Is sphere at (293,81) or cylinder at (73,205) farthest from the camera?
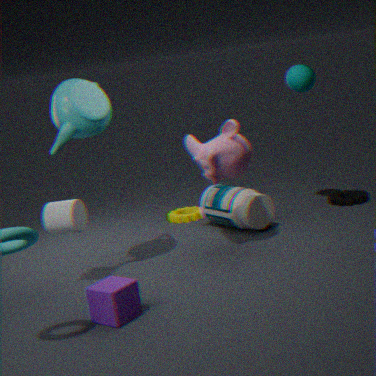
sphere at (293,81)
